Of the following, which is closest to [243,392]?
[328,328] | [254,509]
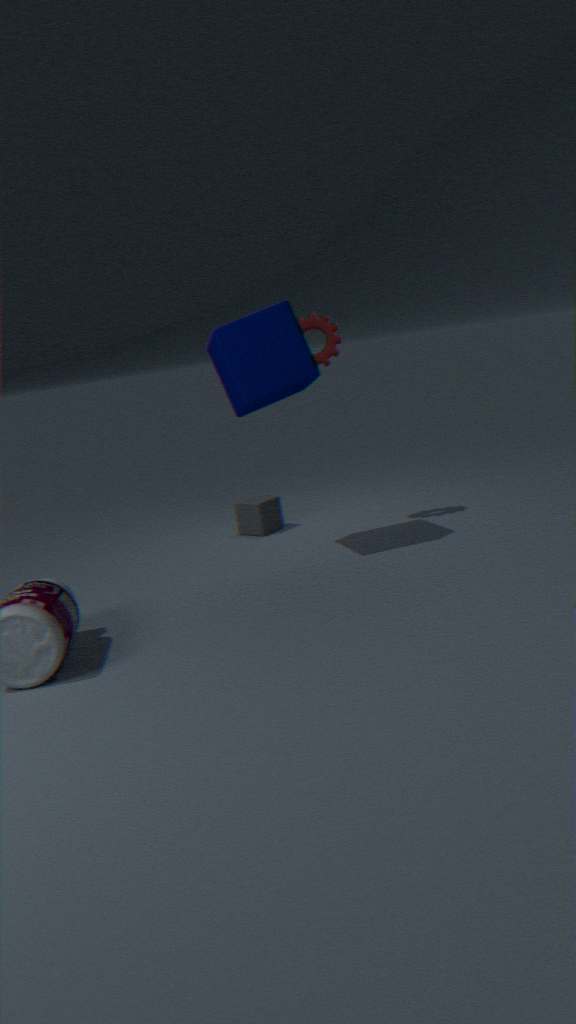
[328,328]
